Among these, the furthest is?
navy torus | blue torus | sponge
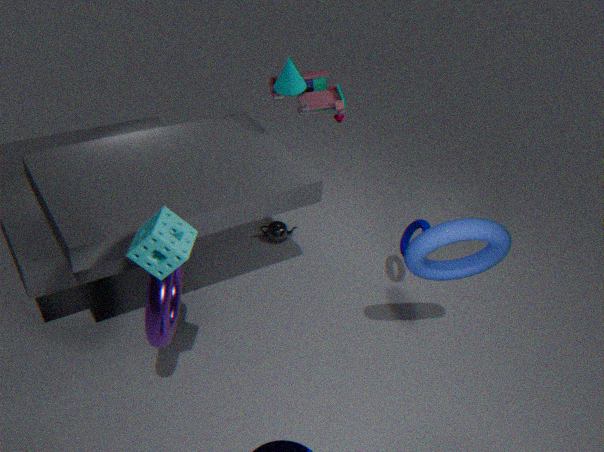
navy torus
